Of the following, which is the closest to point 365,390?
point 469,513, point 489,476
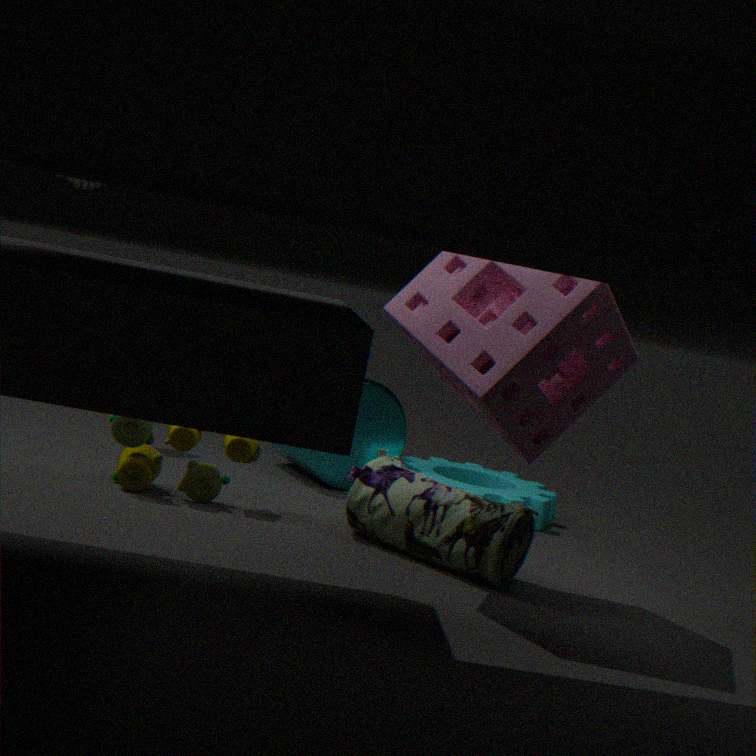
point 489,476
